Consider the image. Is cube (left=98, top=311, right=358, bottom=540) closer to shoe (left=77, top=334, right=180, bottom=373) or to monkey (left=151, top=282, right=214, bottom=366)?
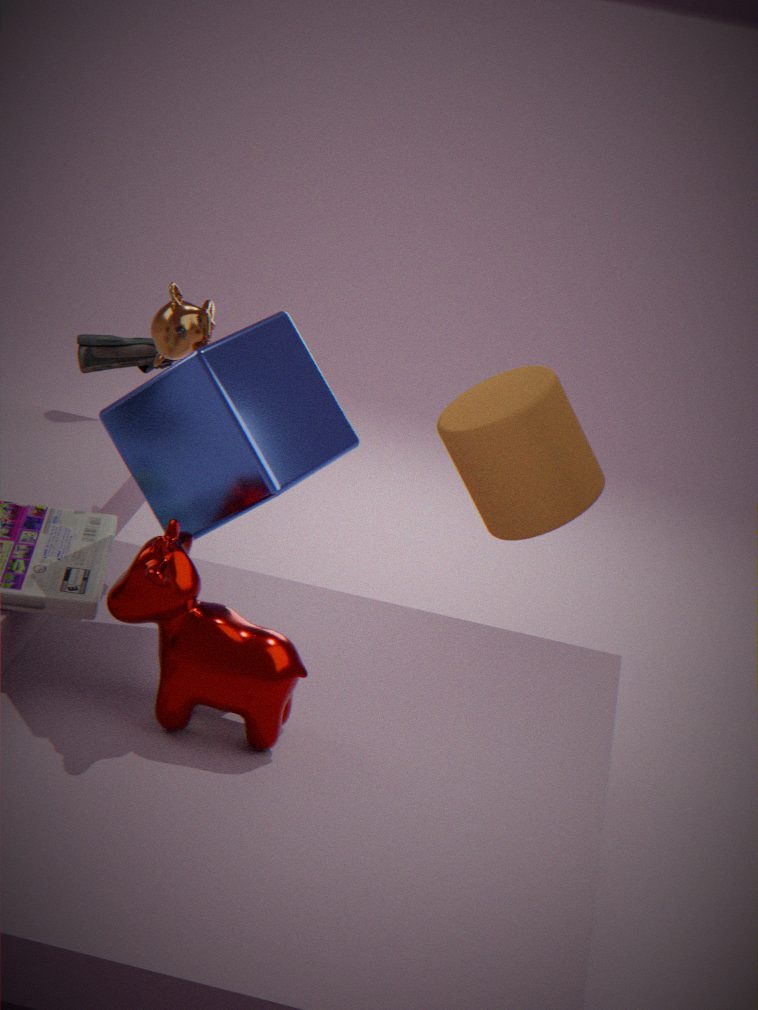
monkey (left=151, top=282, right=214, bottom=366)
